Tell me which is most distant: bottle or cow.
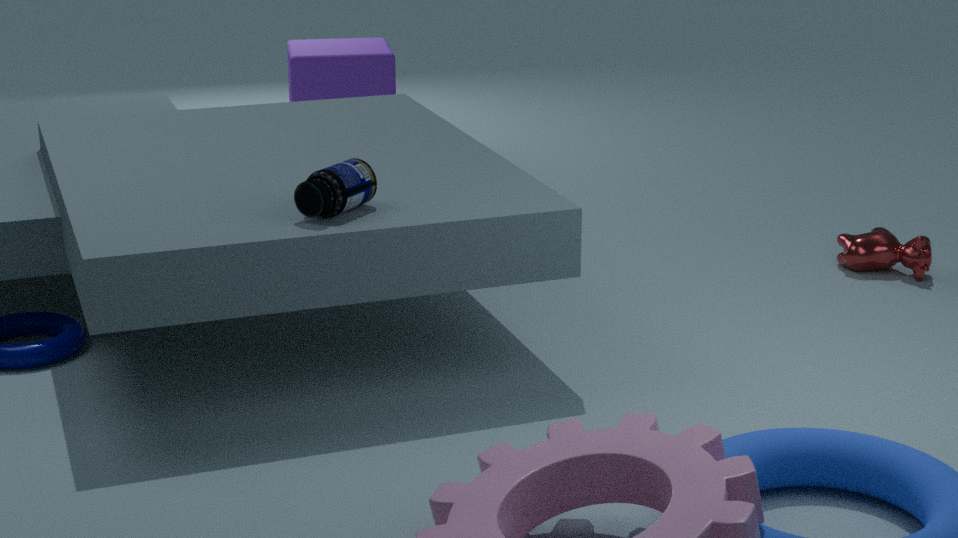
cow
